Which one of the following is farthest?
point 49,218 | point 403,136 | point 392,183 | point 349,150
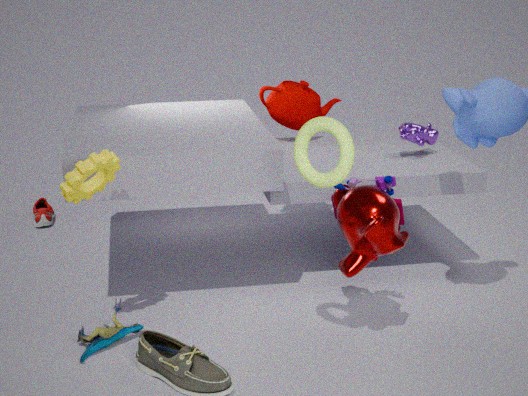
point 49,218
